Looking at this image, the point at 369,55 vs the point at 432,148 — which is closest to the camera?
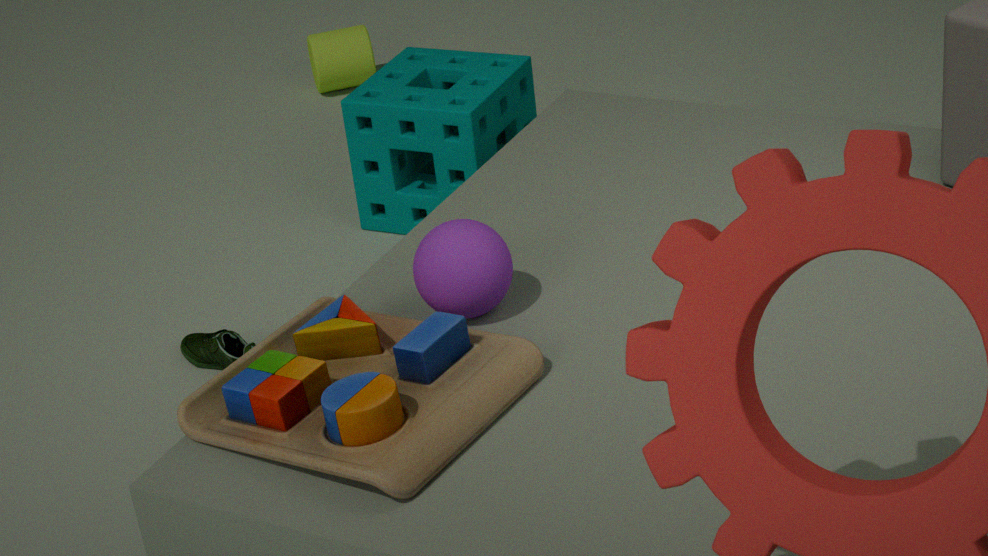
the point at 432,148
